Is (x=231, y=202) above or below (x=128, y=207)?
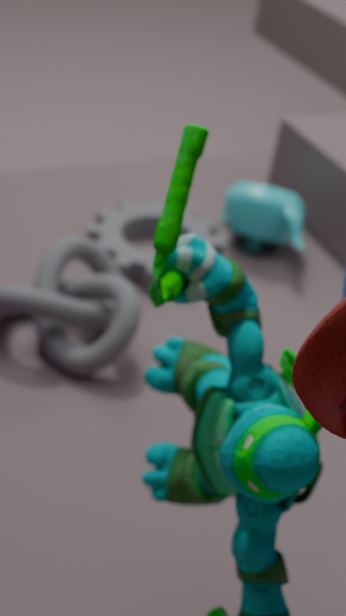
above
